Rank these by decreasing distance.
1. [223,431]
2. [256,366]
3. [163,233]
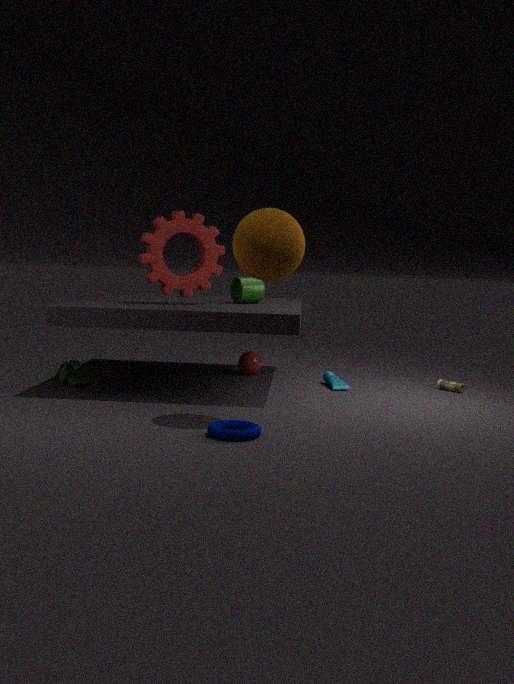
[256,366]
[163,233]
[223,431]
